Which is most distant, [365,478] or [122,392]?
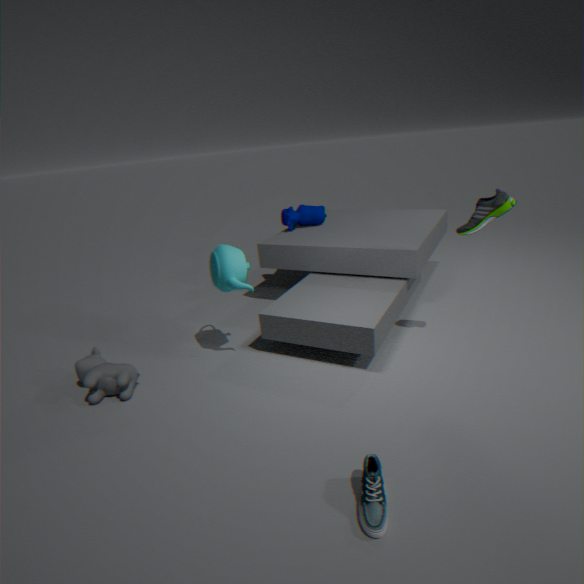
[122,392]
